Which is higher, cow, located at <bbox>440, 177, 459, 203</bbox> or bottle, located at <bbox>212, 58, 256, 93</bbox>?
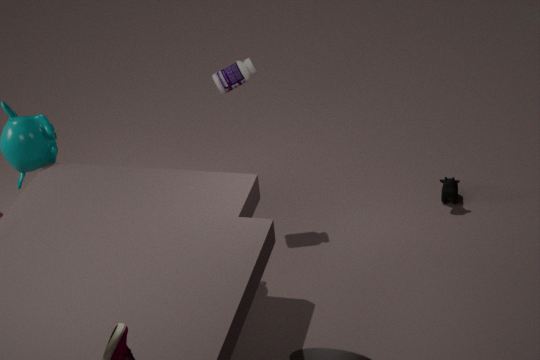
bottle, located at <bbox>212, 58, 256, 93</bbox>
